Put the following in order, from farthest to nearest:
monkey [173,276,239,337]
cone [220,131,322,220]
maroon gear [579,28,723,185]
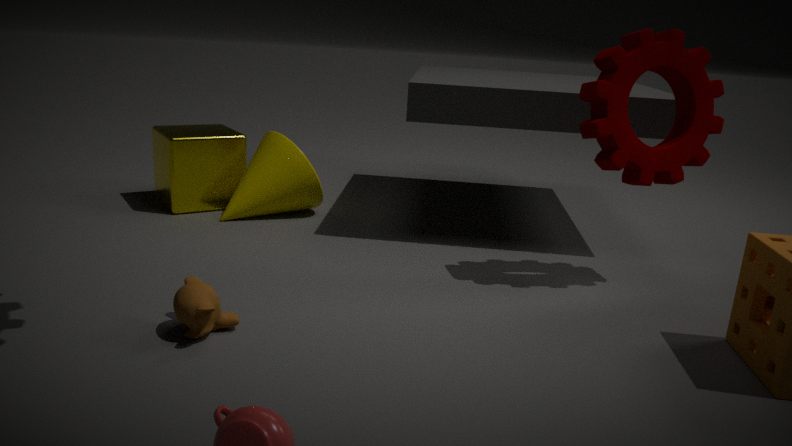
cone [220,131,322,220], maroon gear [579,28,723,185], monkey [173,276,239,337]
